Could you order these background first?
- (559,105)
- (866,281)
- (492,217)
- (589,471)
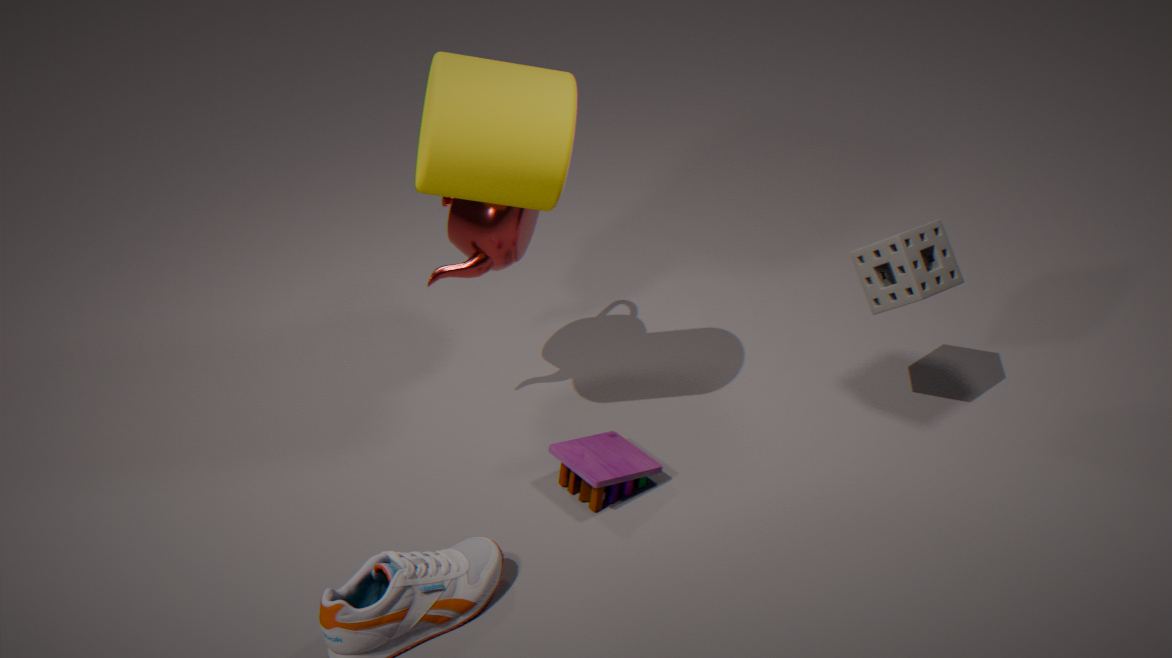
(492,217), (866,281), (589,471), (559,105)
